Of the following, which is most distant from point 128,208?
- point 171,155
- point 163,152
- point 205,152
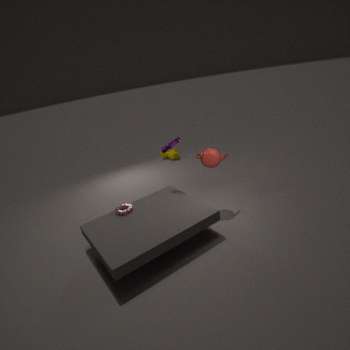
point 171,155
